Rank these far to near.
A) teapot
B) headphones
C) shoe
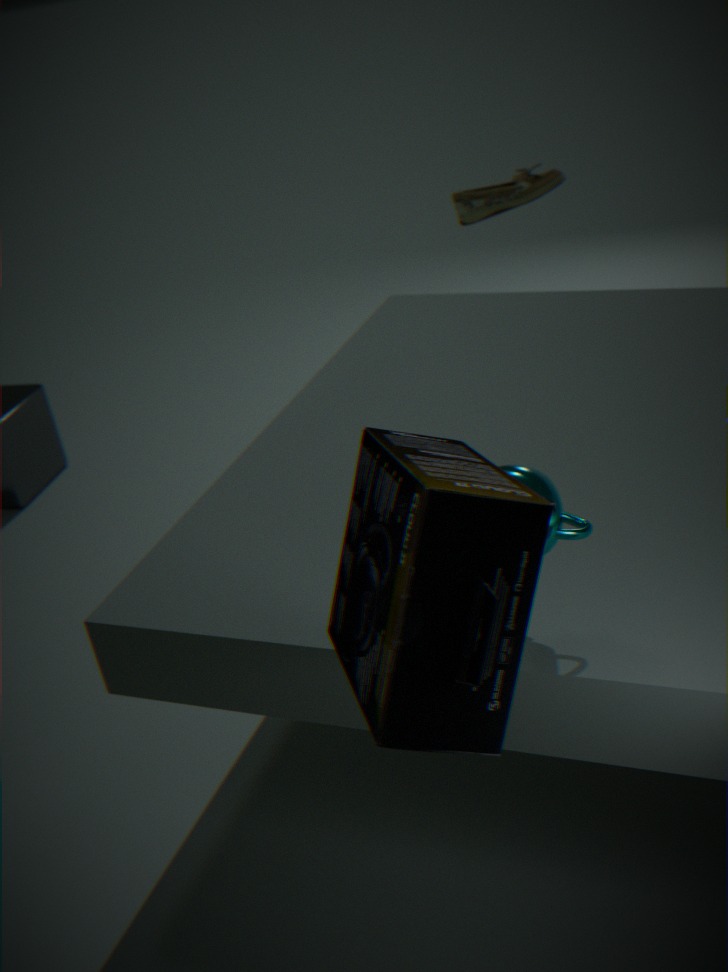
shoe
teapot
headphones
